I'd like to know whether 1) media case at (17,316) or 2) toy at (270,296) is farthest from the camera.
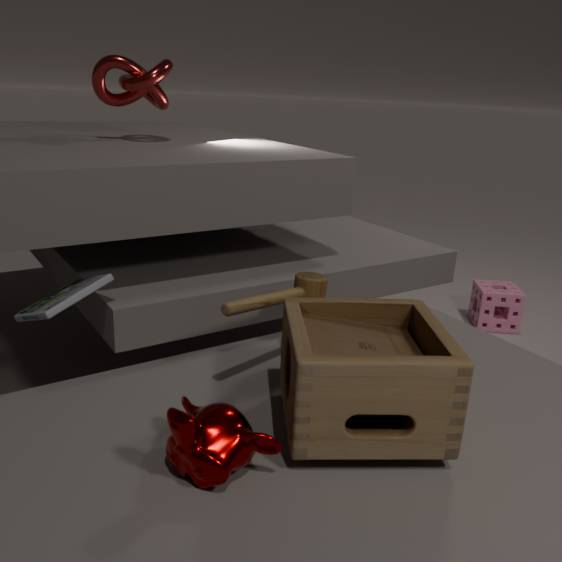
1. media case at (17,316)
